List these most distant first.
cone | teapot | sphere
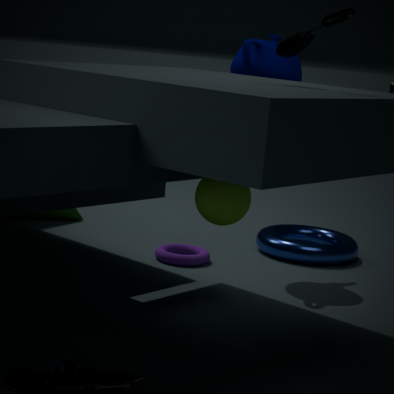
cone < teapot < sphere
